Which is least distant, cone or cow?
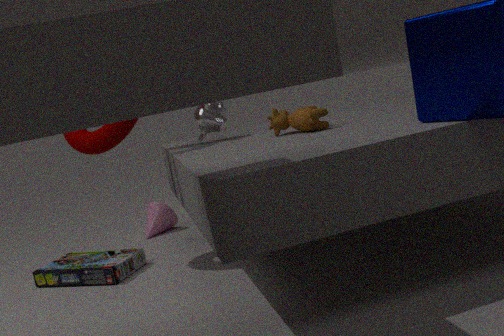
cow
